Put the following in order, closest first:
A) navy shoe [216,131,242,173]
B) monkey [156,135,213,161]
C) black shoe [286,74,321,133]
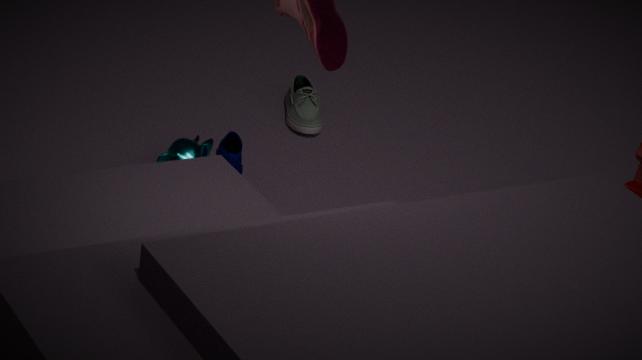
navy shoe [216,131,242,173] → monkey [156,135,213,161] → black shoe [286,74,321,133]
